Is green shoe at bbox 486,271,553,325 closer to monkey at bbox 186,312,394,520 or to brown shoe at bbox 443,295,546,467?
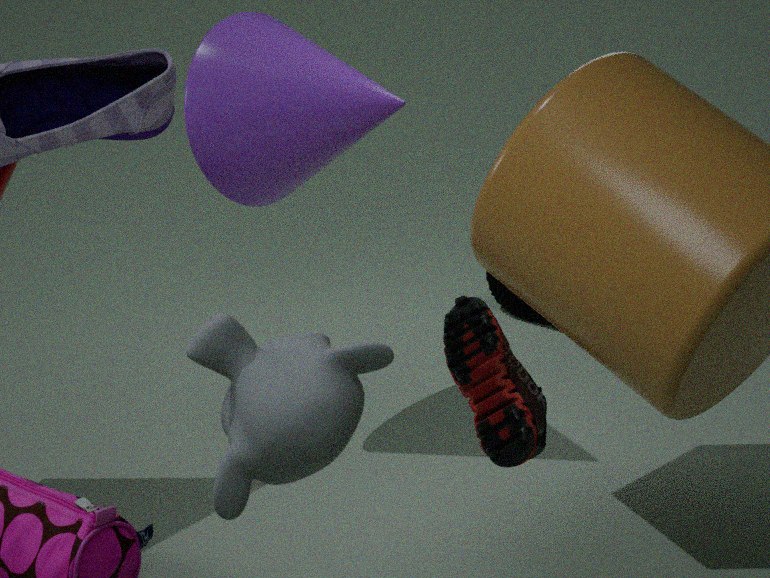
brown shoe at bbox 443,295,546,467
